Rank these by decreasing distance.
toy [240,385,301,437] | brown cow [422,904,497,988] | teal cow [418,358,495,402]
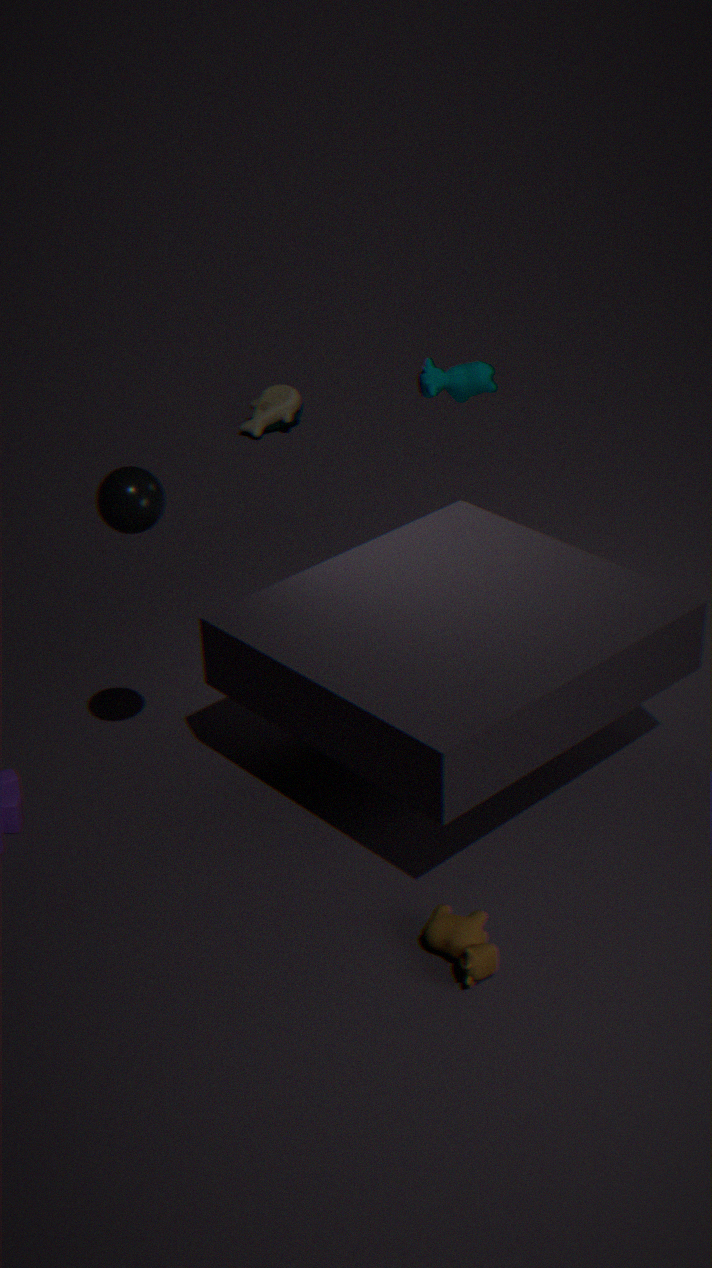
1. toy [240,385,301,437]
2. teal cow [418,358,495,402]
3. brown cow [422,904,497,988]
